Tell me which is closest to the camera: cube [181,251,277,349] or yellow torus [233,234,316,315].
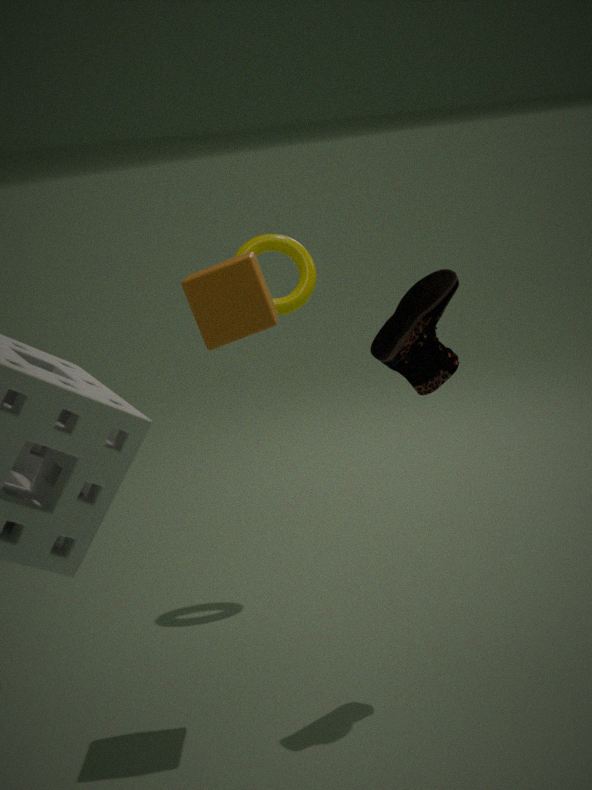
cube [181,251,277,349]
